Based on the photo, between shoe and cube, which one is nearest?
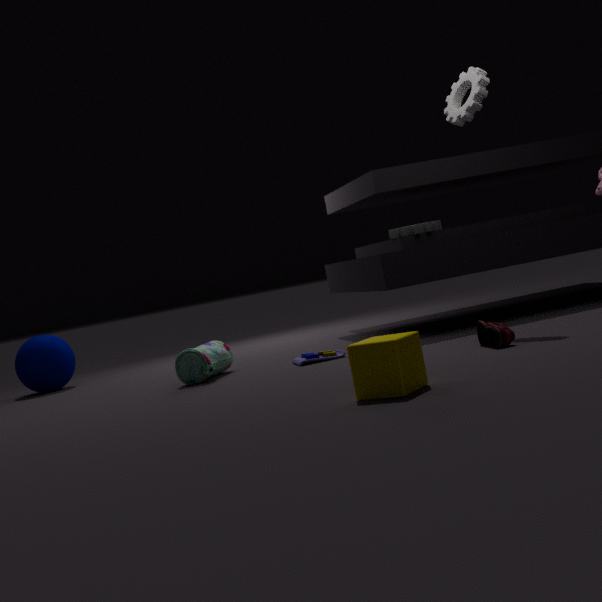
cube
